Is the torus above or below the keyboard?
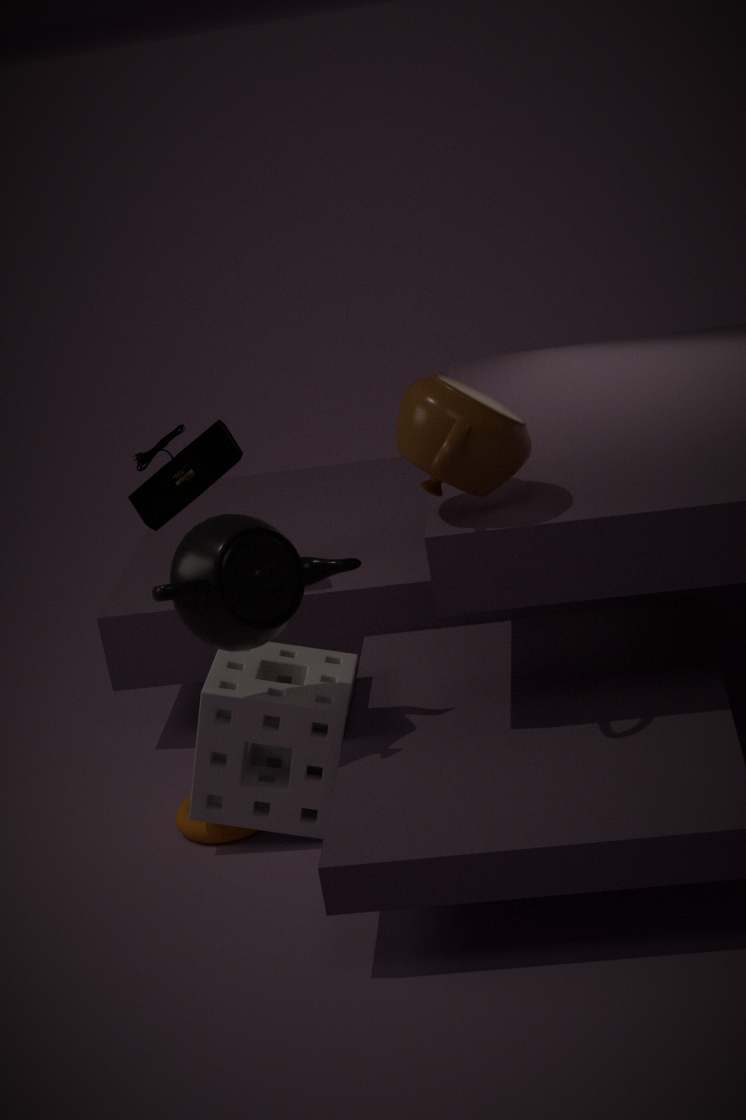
below
